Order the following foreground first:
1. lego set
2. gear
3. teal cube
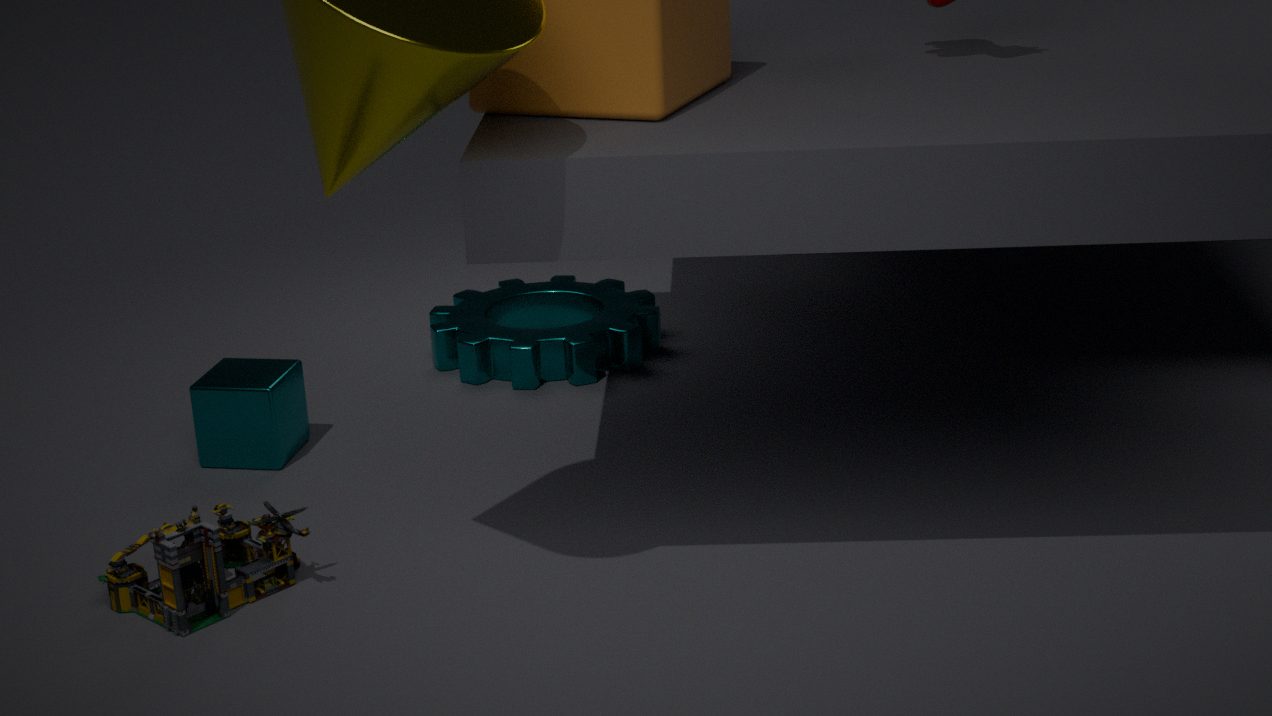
lego set, teal cube, gear
